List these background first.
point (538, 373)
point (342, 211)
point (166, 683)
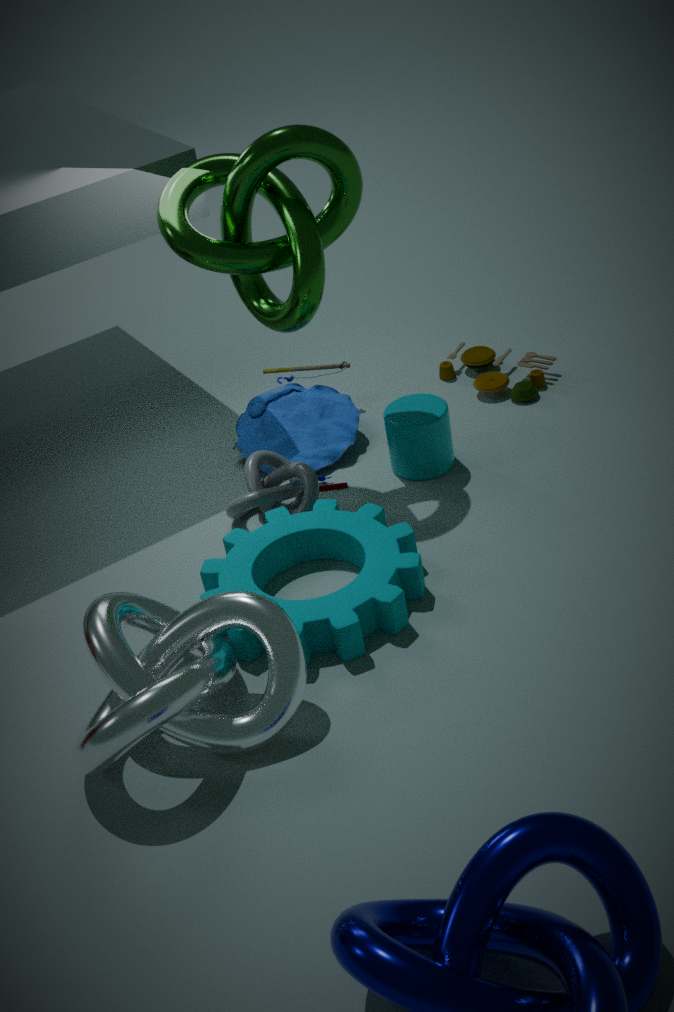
point (538, 373) < point (342, 211) < point (166, 683)
